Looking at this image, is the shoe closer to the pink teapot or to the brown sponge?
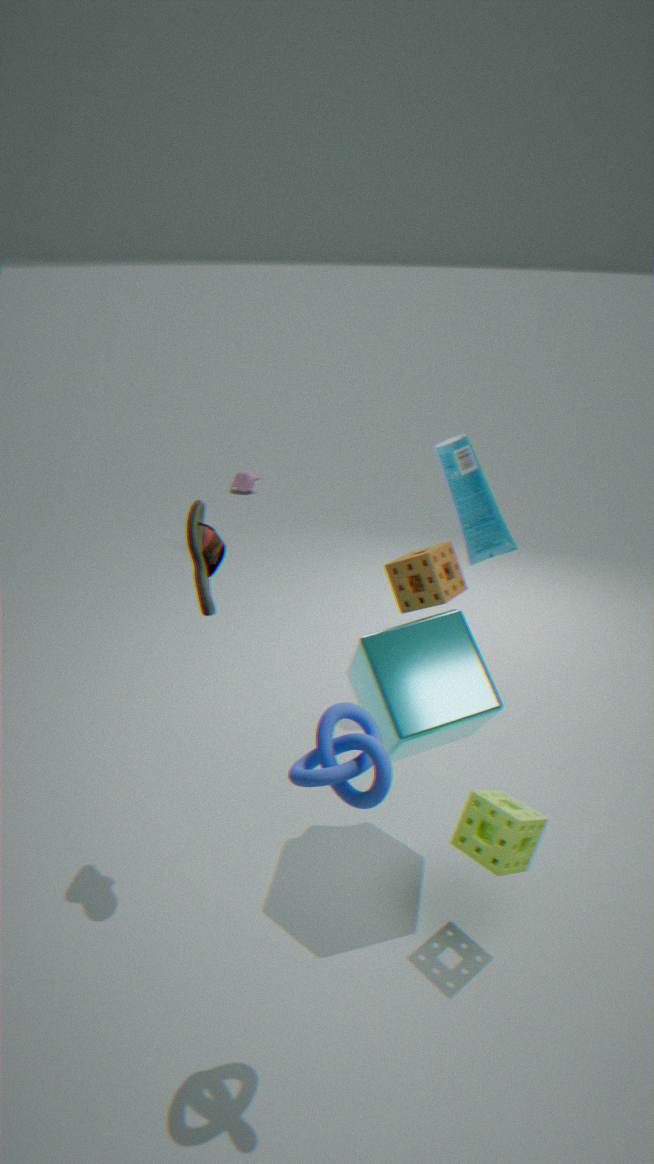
the brown sponge
